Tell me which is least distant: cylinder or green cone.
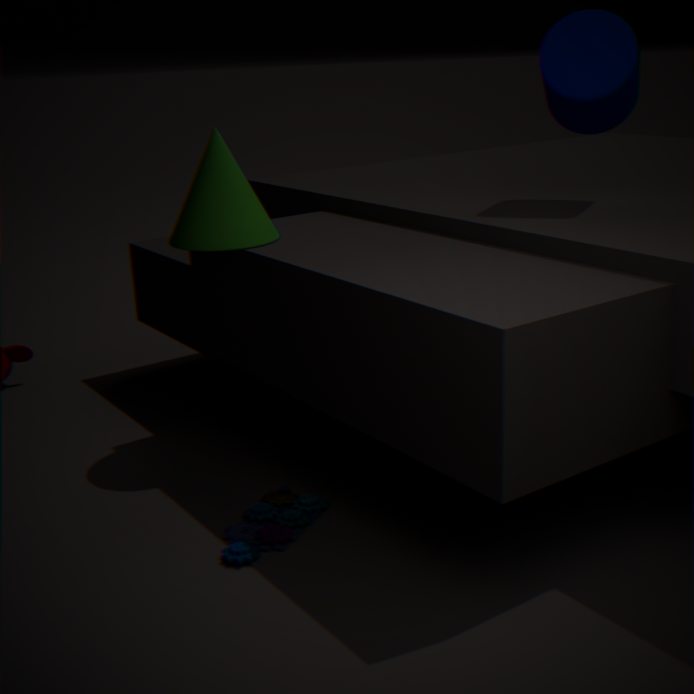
cylinder
